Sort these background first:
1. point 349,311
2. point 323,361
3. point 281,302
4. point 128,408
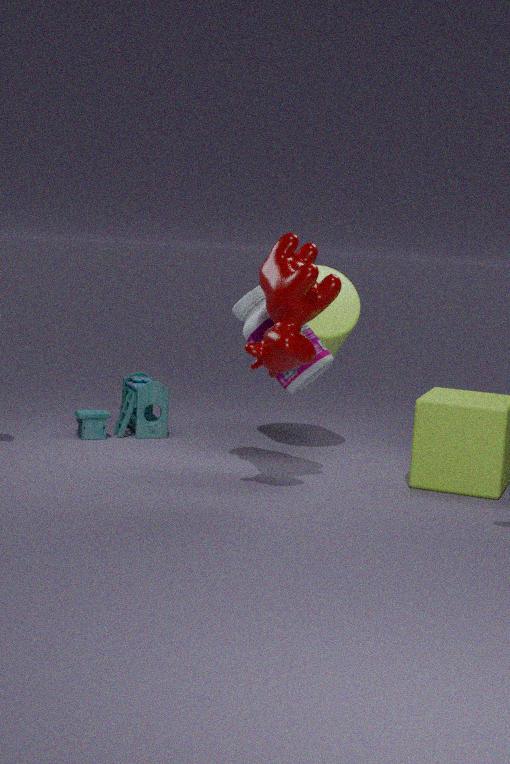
point 128,408 < point 349,311 < point 323,361 < point 281,302
